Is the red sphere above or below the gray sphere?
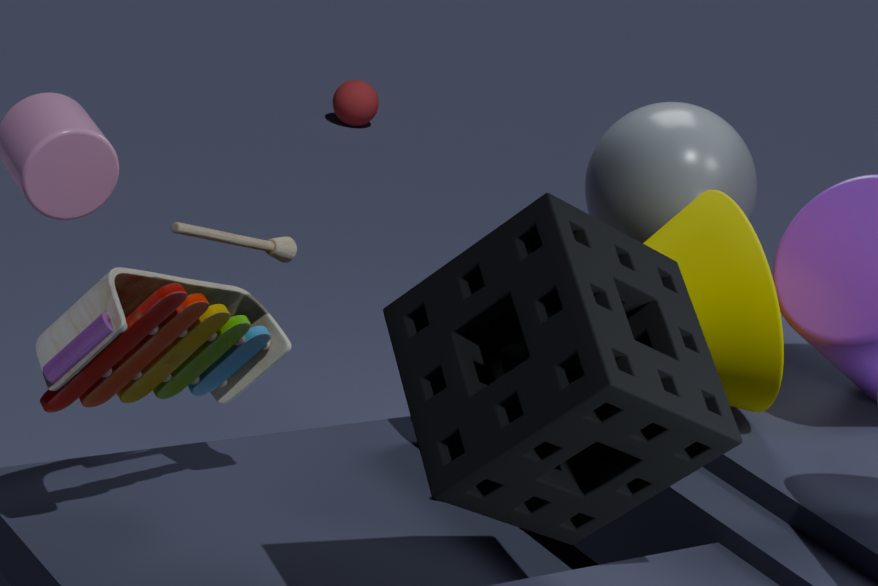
below
